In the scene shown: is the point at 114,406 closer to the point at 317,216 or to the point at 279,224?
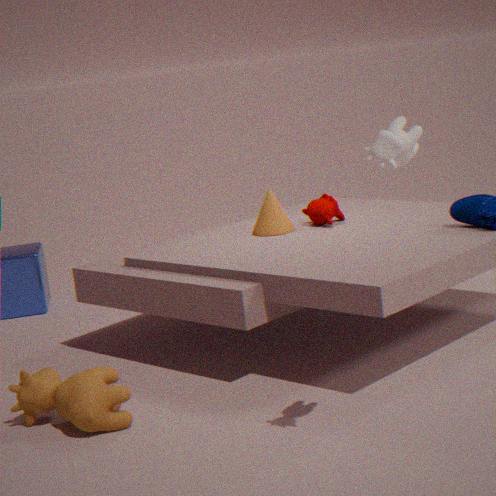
the point at 279,224
